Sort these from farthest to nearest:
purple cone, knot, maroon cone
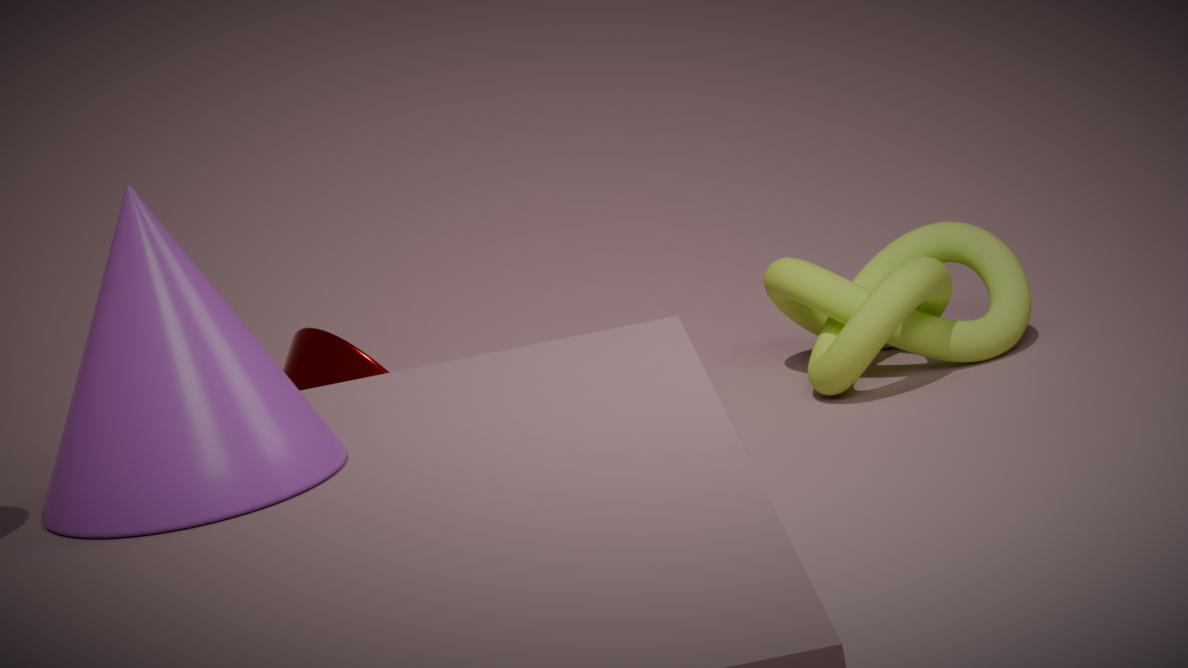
knot → maroon cone → purple cone
